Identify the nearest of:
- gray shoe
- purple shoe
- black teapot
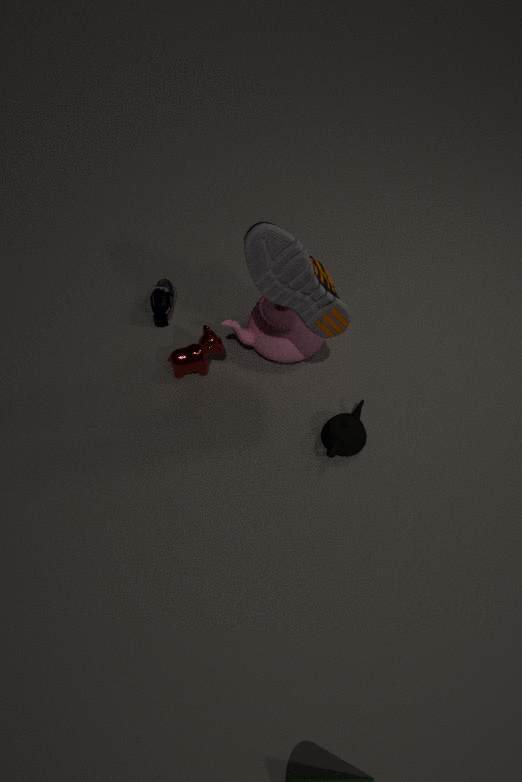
gray shoe
